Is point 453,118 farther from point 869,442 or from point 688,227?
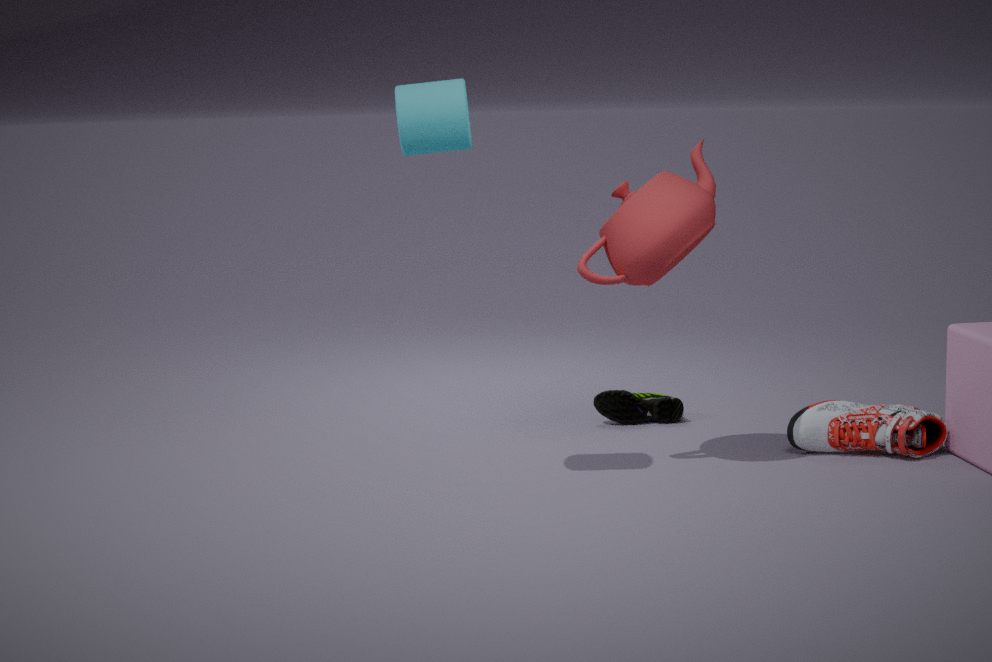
point 869,442
